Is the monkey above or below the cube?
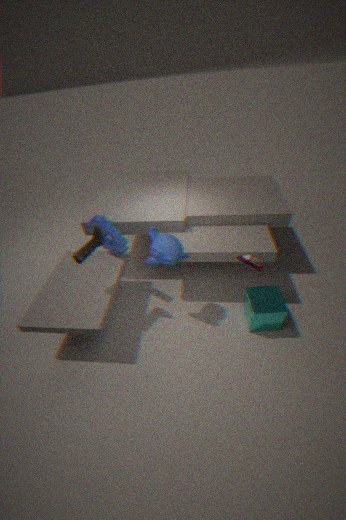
above
